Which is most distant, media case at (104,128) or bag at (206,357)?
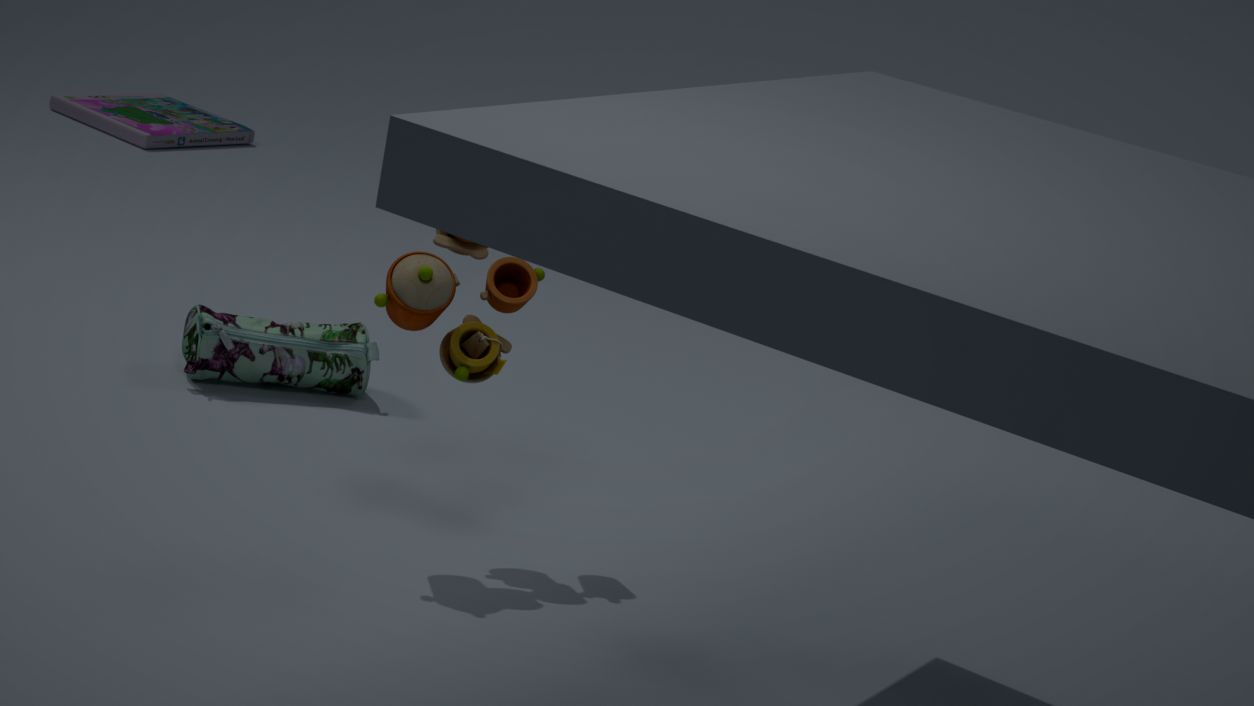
media case at (104,128)
